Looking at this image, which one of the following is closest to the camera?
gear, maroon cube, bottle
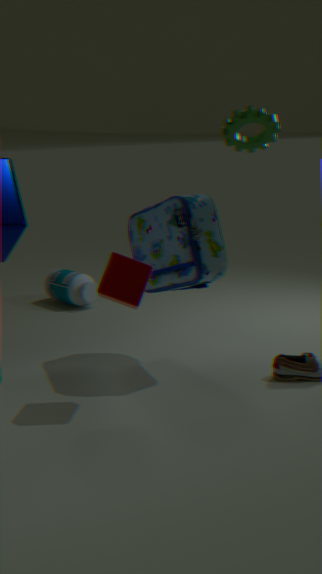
maroon cube
